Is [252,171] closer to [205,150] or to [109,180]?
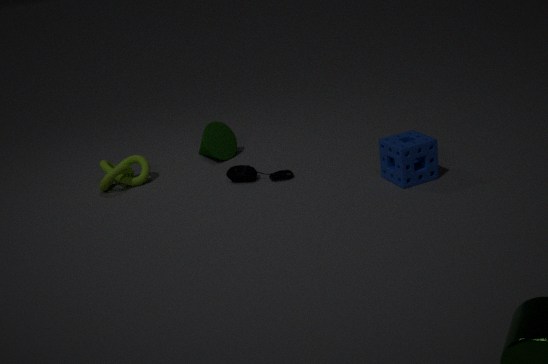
[205,150]
